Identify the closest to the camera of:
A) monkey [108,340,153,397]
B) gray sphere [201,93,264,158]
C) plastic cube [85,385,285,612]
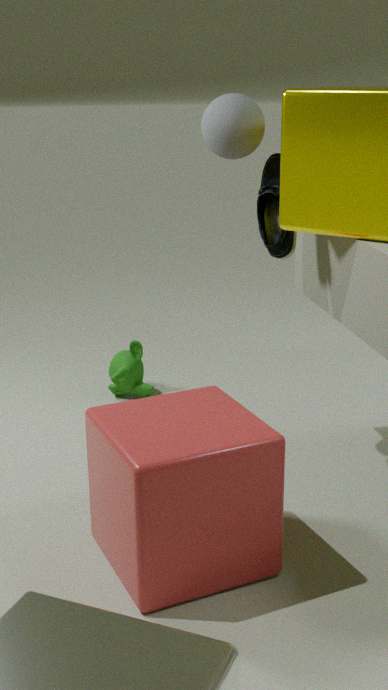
plastic cube [85,385,285,612]
